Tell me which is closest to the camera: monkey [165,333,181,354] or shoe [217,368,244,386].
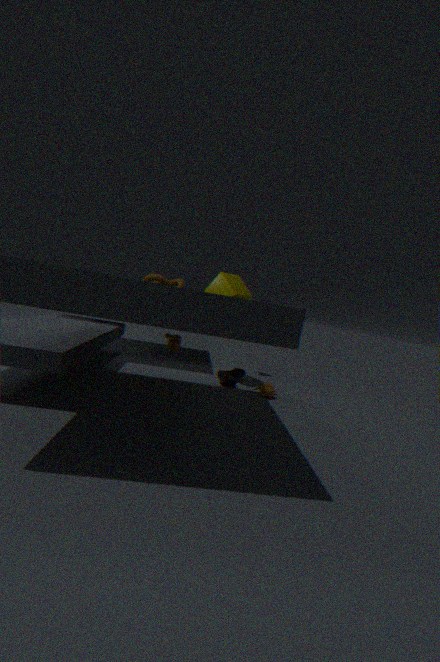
monkey [165,333,181,354]
